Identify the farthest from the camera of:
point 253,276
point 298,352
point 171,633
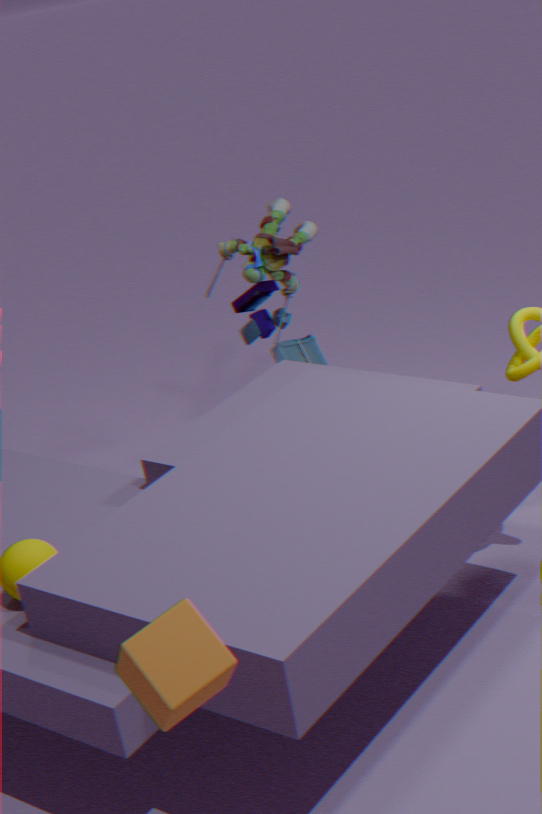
point 298,352
